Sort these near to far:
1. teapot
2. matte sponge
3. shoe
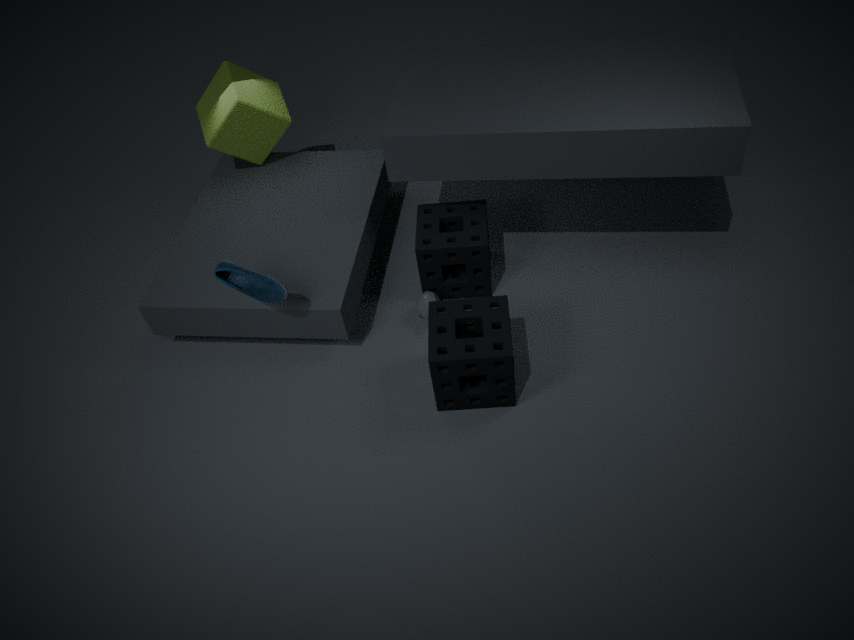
matte sponge
shoe
teapot
